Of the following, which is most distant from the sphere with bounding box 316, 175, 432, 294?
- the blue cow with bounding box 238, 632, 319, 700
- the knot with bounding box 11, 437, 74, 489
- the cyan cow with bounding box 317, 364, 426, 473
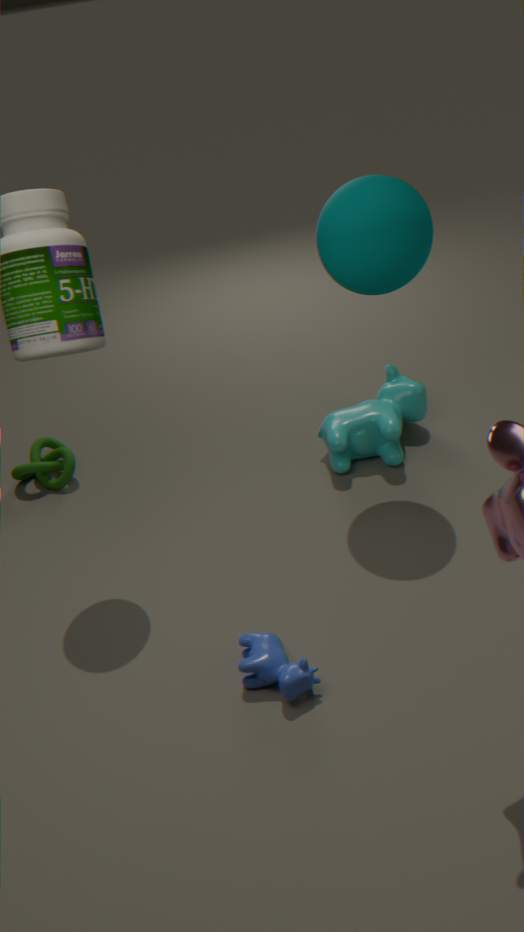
the knot with bounding box 11, 437, 74, 489
